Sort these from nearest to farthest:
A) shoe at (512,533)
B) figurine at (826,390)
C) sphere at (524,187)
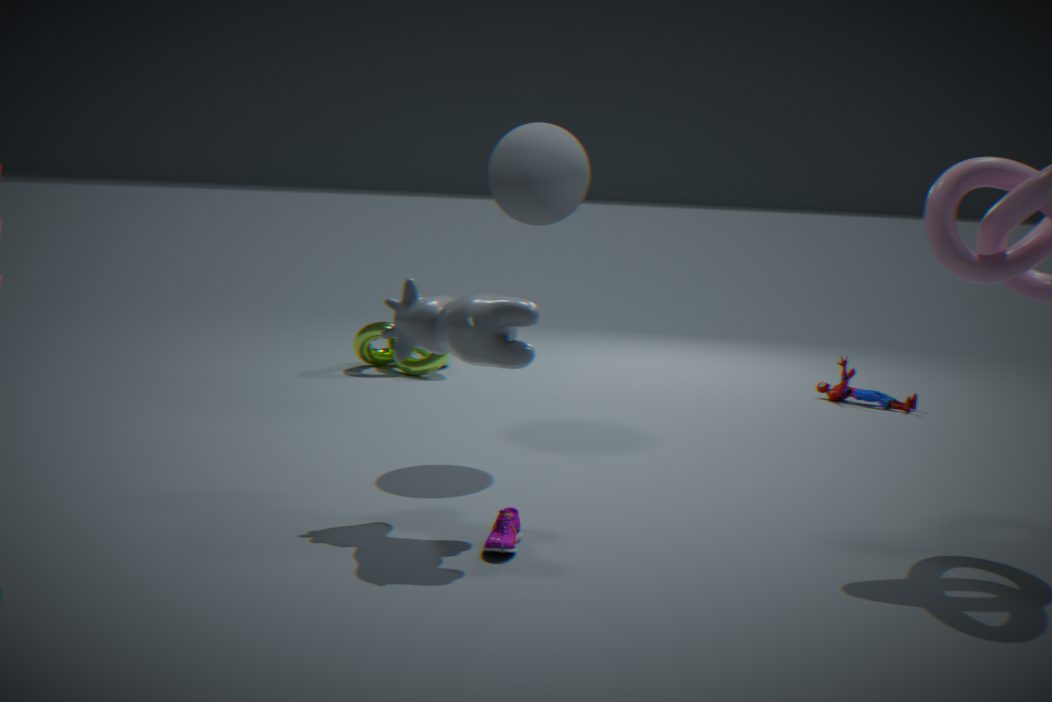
shoe at (512,533) → sphere at (524,187) → figurine at (826,390)
